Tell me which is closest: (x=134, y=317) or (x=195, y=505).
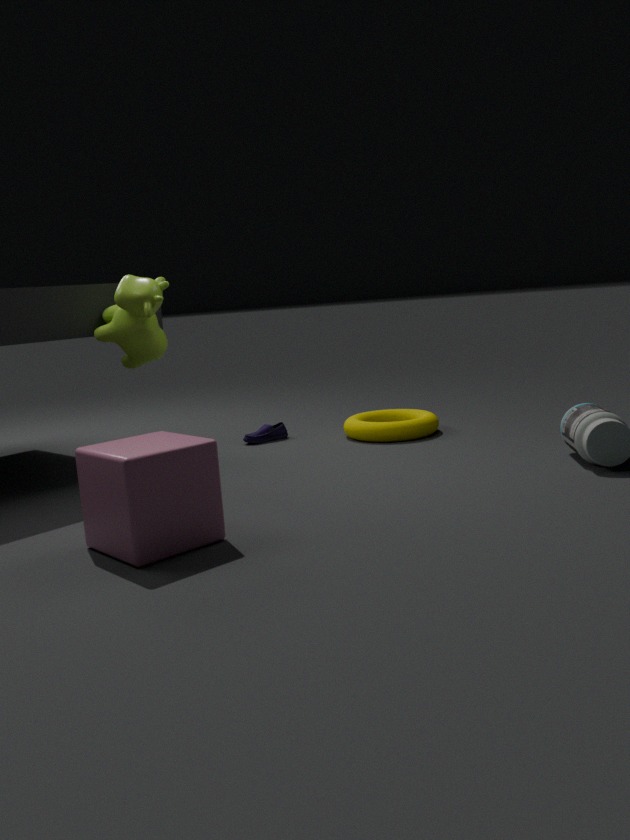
(x=195, y=505)
